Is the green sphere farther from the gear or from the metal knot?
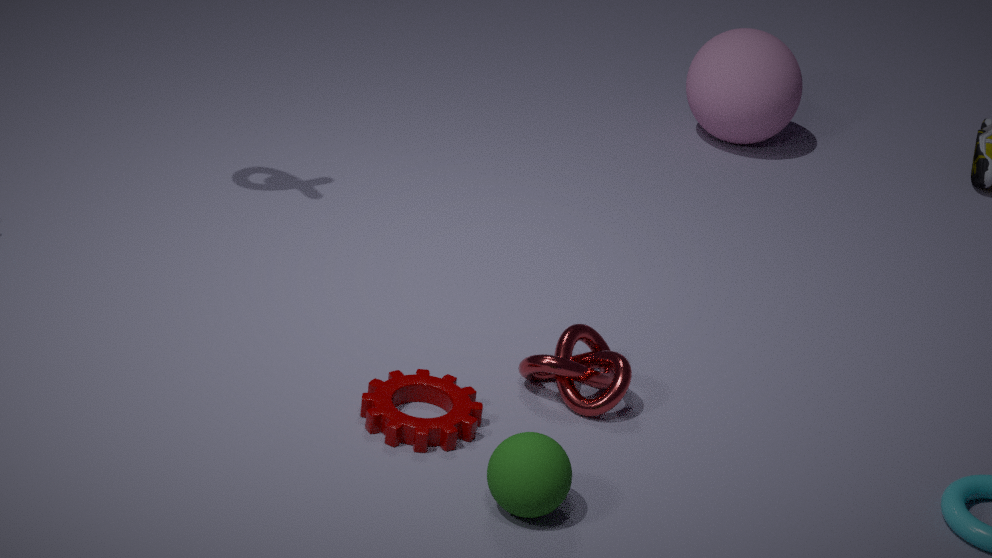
the metal knot
